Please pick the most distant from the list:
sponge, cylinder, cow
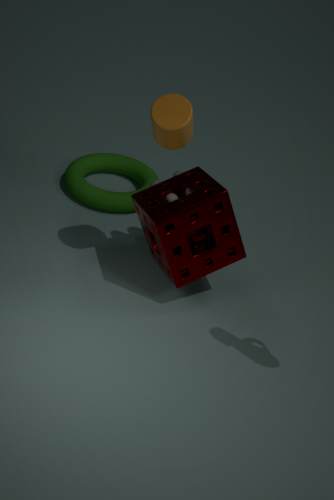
cow
